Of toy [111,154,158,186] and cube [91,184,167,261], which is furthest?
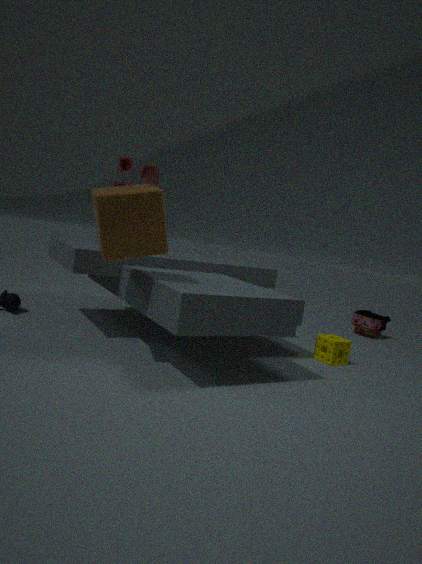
toy [111,154,158,186]
